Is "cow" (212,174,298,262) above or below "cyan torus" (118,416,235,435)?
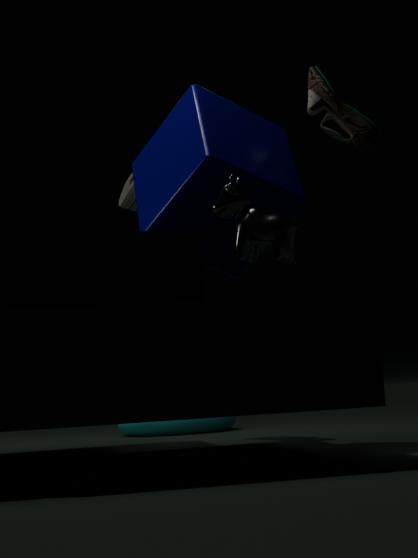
above
